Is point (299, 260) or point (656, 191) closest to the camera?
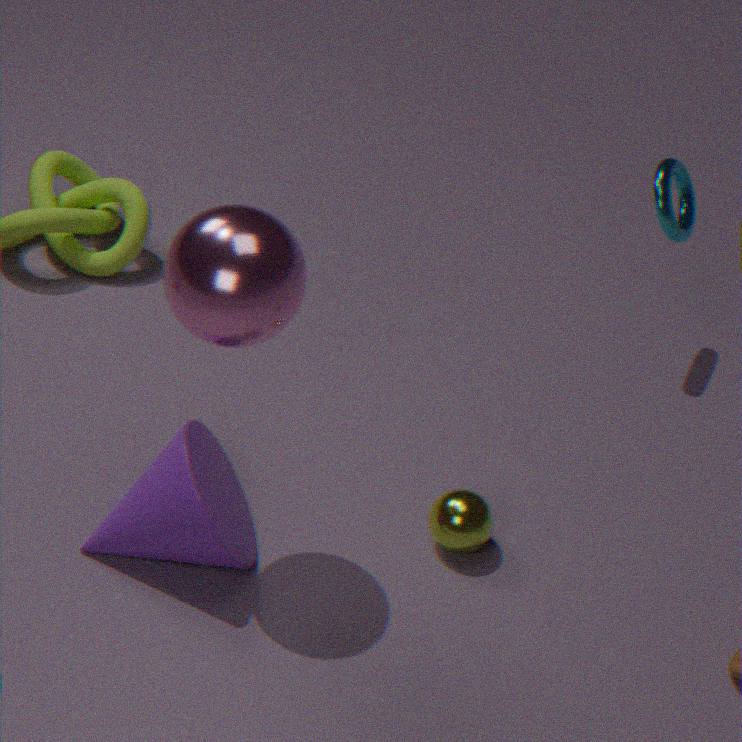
point (299, 260)
